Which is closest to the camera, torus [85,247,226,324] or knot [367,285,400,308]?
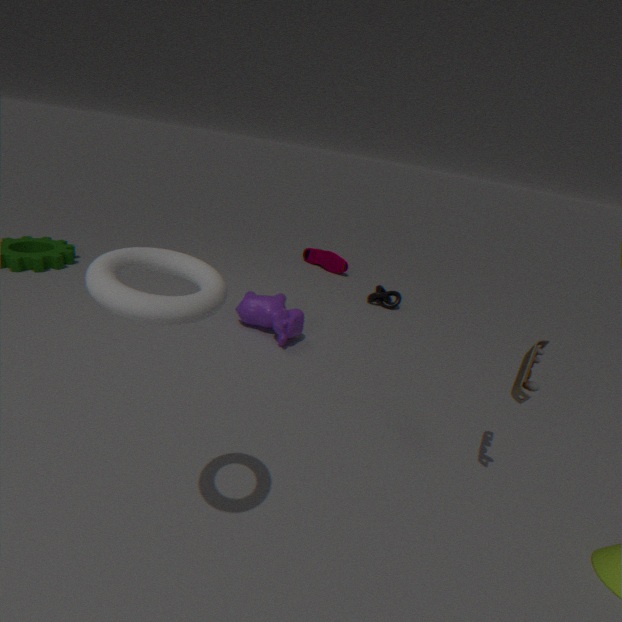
torus [85,247,226,324]
